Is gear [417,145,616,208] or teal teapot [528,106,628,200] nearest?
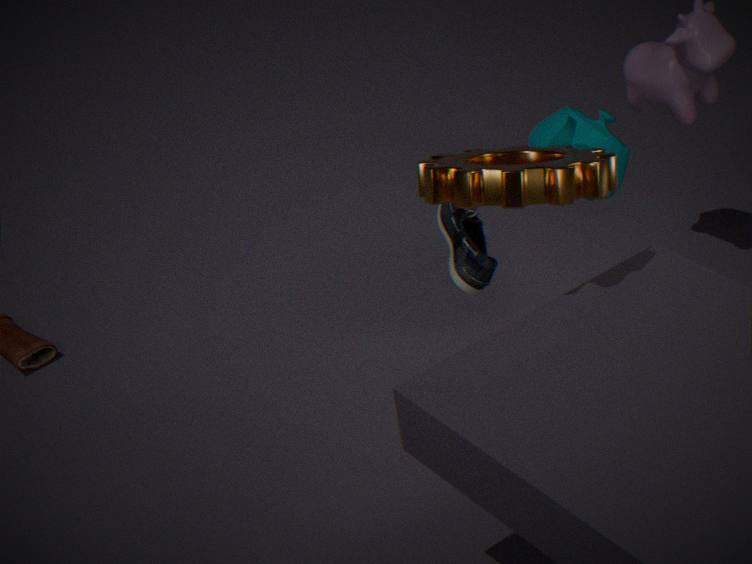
gear [417,145,616,208]
